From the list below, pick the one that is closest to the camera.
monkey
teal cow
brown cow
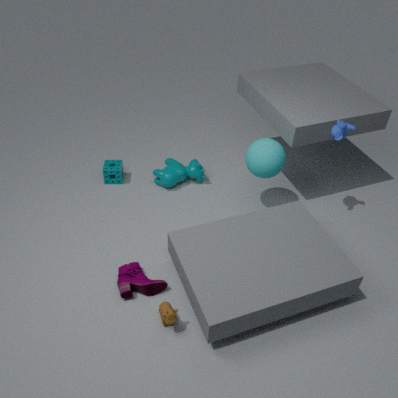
brown cow
